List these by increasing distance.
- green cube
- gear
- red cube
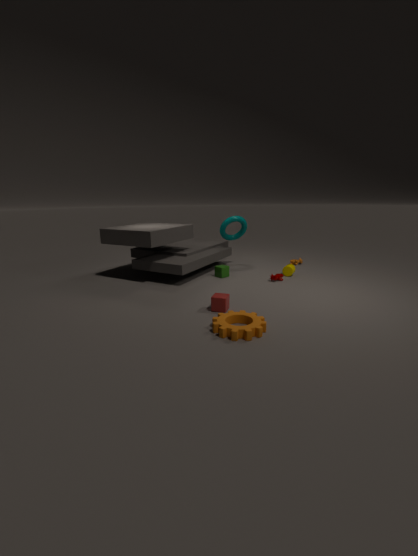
gear, red cube, green cube
